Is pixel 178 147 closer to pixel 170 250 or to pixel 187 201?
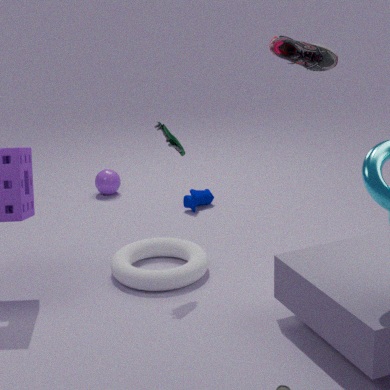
pixel 170 250
